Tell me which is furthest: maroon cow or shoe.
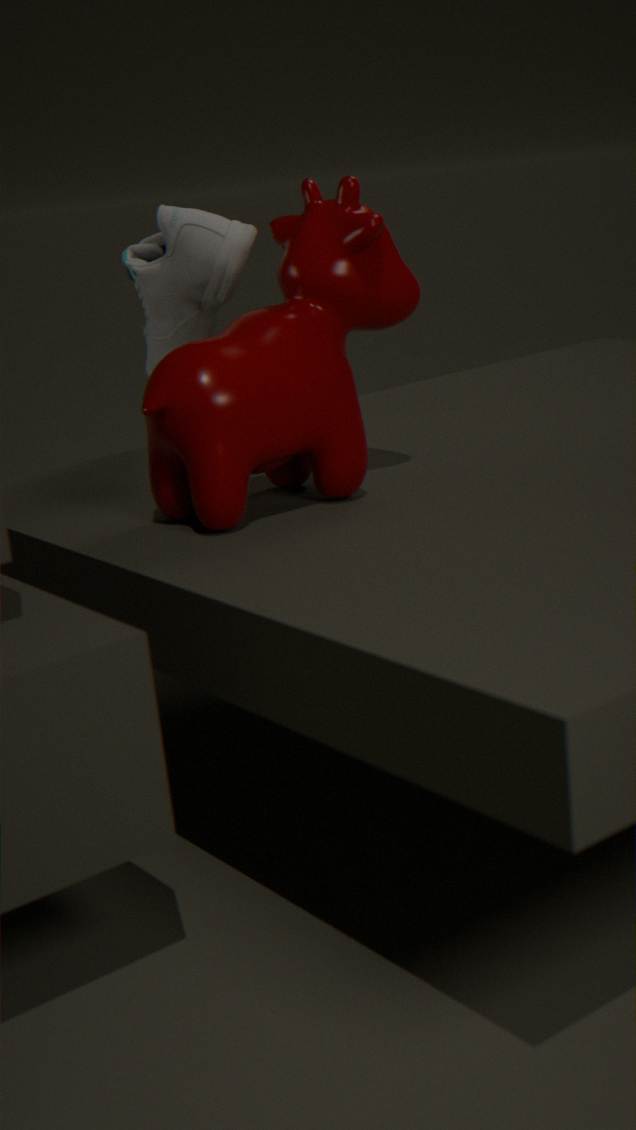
shoe
